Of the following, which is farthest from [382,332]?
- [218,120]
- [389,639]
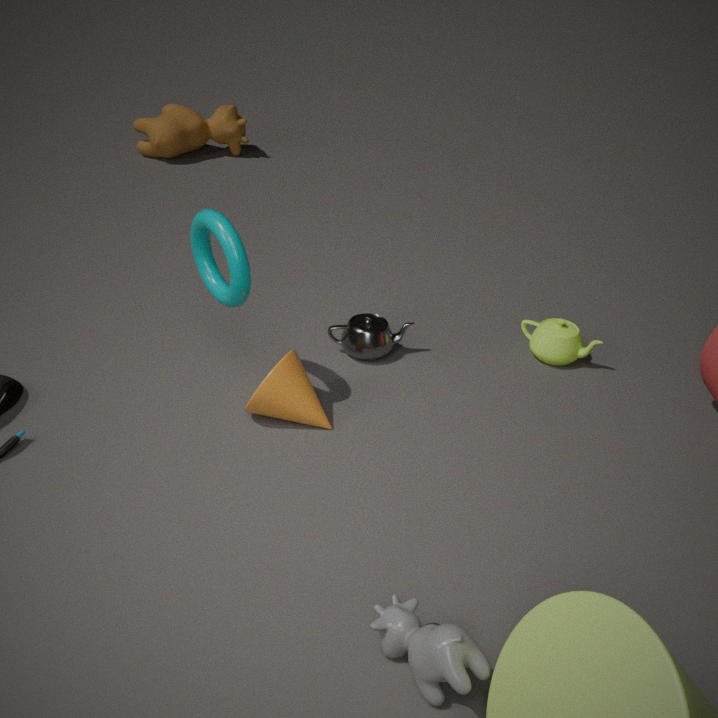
[218,120]
